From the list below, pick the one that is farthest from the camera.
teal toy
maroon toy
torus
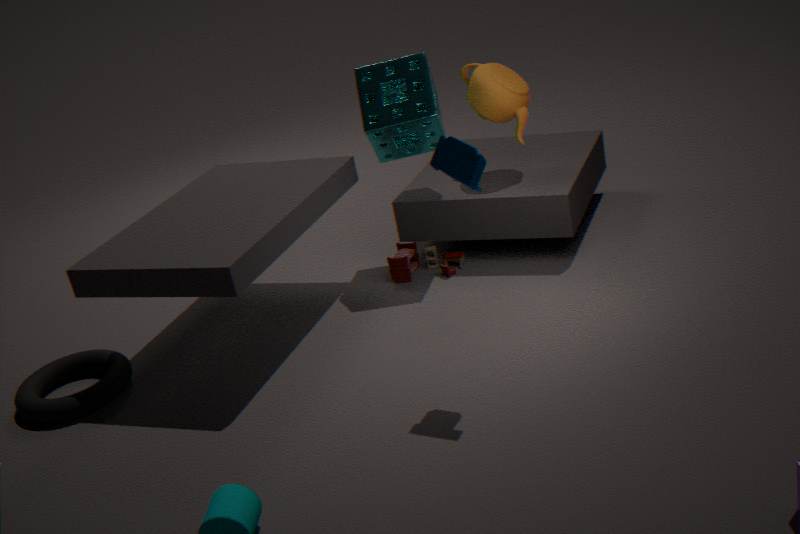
maroon toy
